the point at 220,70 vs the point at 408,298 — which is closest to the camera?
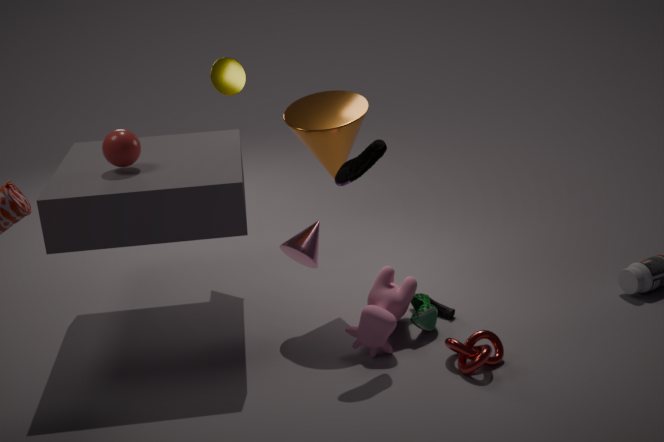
the point at 408,298
